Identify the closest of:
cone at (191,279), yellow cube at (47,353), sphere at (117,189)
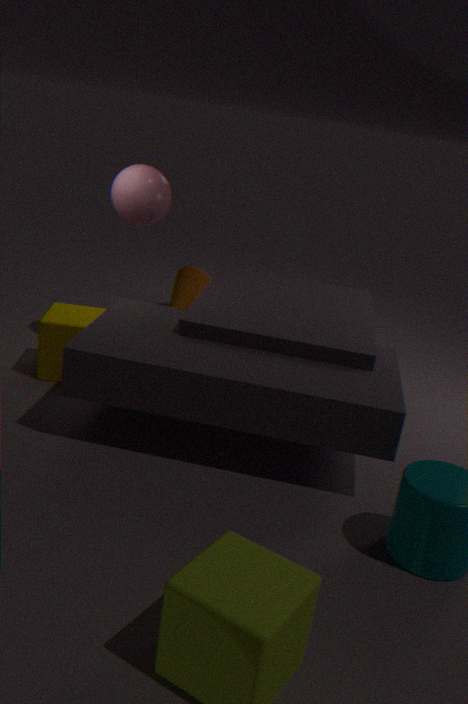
yellow cube at (47,353)
